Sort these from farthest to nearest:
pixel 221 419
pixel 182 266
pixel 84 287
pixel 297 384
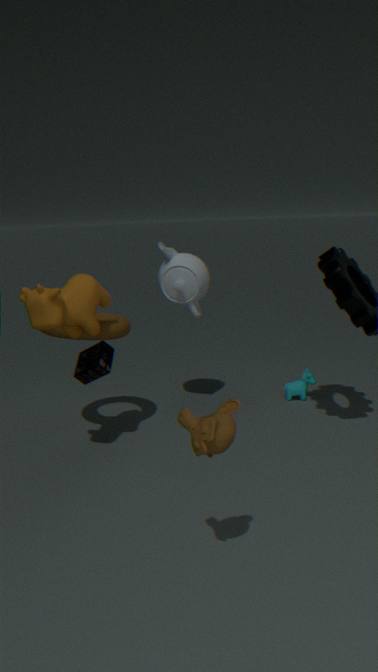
1. pixel 297 384
2. pixel 182 266
3. pixel 84 287
4. pixel 221 419
